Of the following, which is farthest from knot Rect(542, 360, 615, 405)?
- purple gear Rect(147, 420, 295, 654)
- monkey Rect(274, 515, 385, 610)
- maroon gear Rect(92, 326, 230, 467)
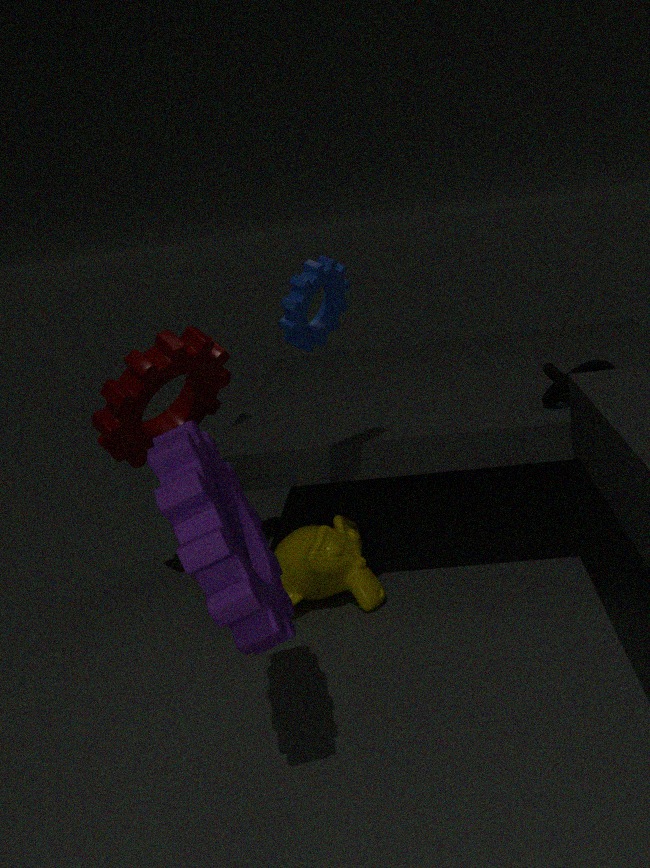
purple gear Rect(147, 420, 295, 654)
